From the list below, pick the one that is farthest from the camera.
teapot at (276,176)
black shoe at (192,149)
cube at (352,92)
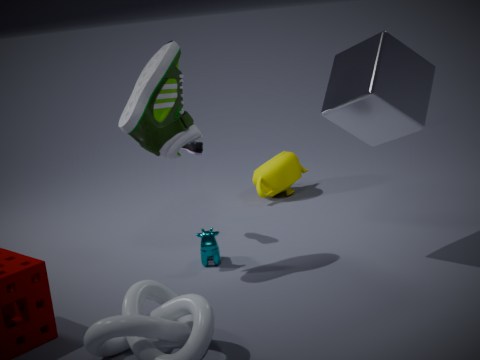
teapot at (276,176)
